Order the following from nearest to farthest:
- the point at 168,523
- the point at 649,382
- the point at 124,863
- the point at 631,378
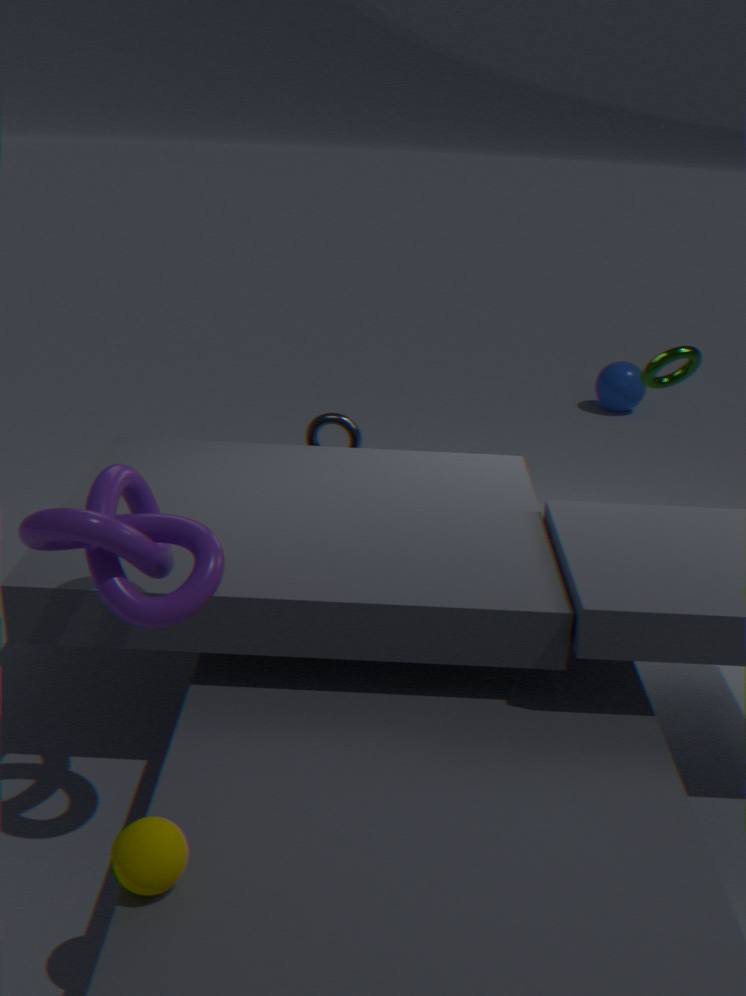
the point at 124,863 → the point at 168,523 → the point at 649,382 → the point at 631,378
